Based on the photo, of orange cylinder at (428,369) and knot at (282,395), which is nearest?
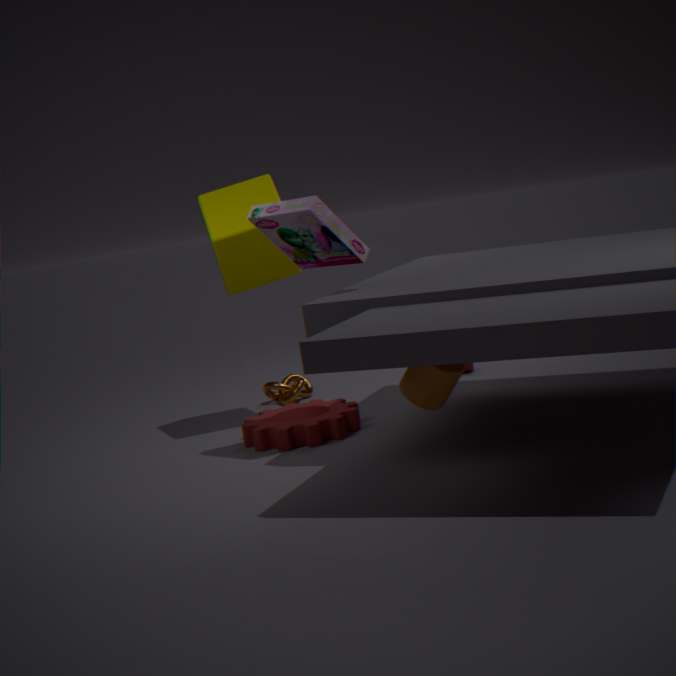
orange cylinder at (428,369)
